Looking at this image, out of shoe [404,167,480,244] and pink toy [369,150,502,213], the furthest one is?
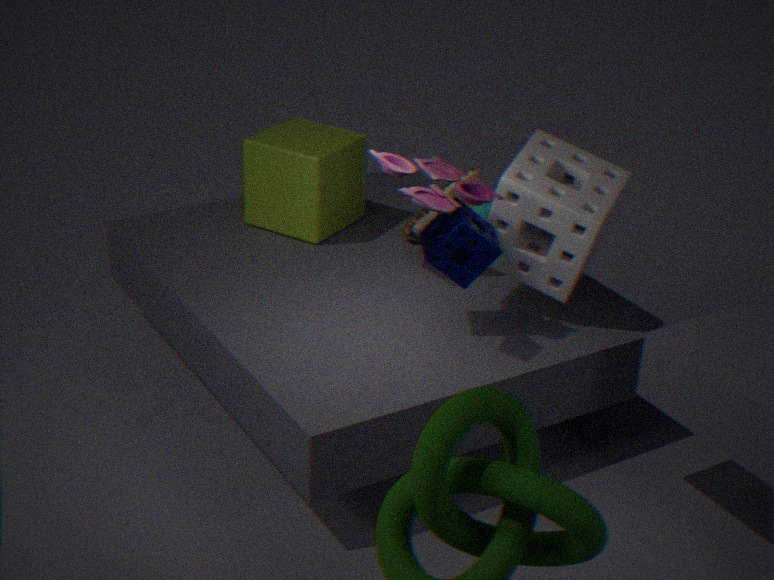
shoe [404,167,480,244]
